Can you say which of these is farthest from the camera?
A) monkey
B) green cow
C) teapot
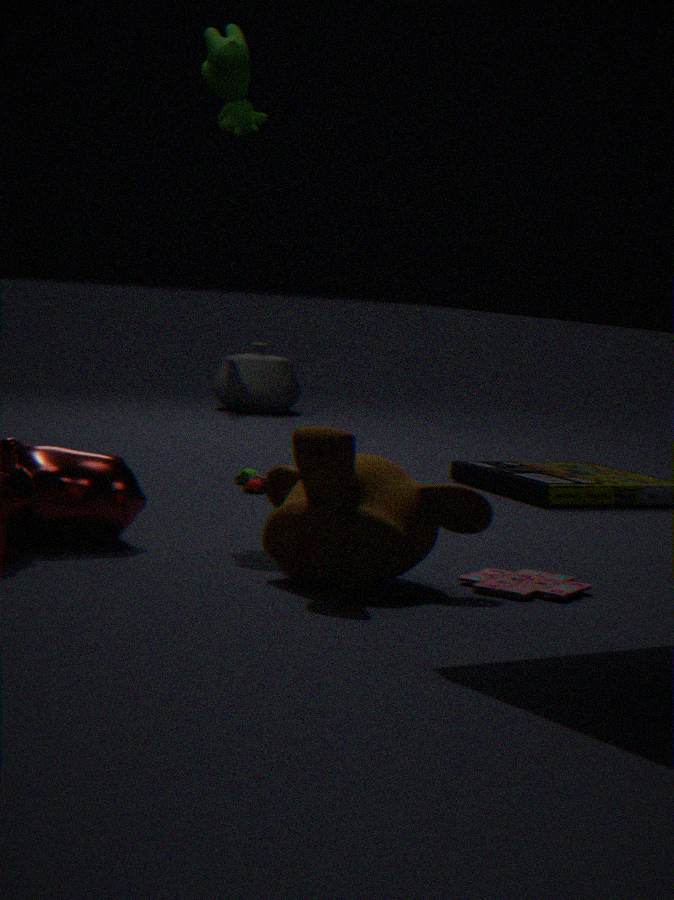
teapot
